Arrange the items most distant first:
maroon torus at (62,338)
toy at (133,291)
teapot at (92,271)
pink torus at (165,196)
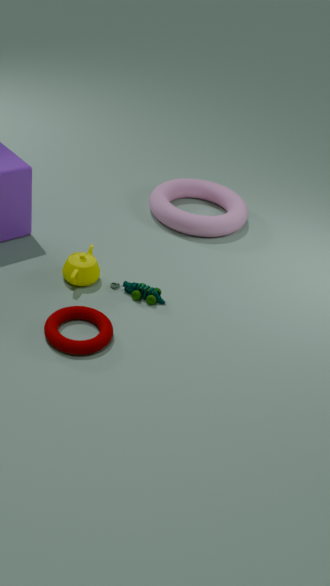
pink torus at (165,196), toy at (133,291), teapot at (92,271), maroon torus at (62,338)
